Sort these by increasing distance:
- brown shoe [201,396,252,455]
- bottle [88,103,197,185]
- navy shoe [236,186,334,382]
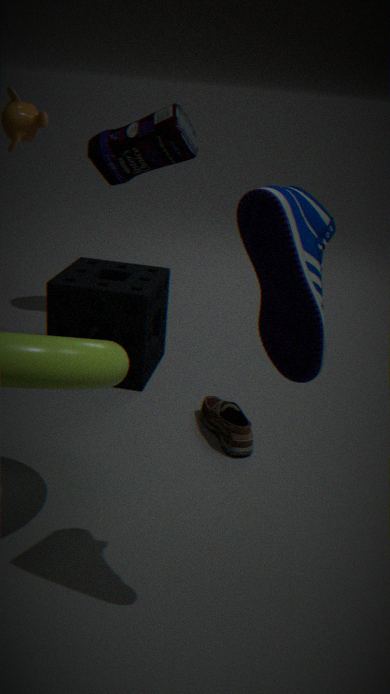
navy shoe [236,186,334,382]
brown shoe [201,396,252,455]
bottle [88,103,197,185]
